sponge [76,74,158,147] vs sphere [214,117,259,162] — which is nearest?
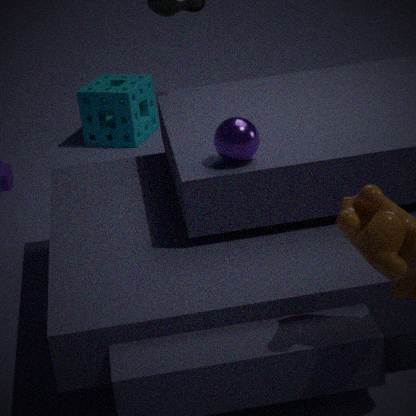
sphere [214,117,259,162]
